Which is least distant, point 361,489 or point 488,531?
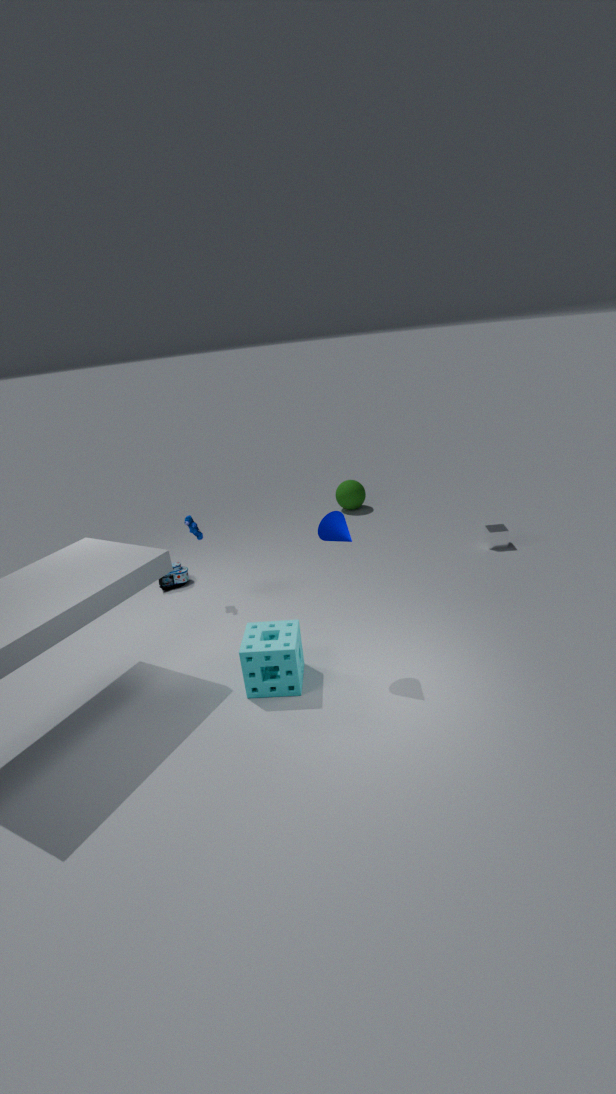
point 488,531
